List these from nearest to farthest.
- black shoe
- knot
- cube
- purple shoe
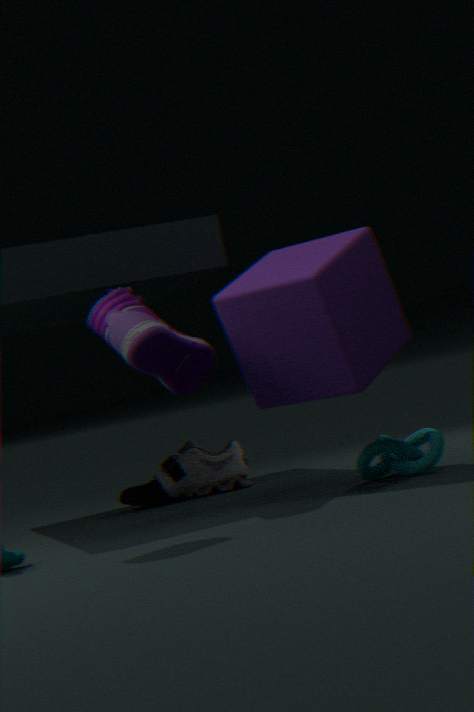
cube
purple shoe
knot
black shoe
